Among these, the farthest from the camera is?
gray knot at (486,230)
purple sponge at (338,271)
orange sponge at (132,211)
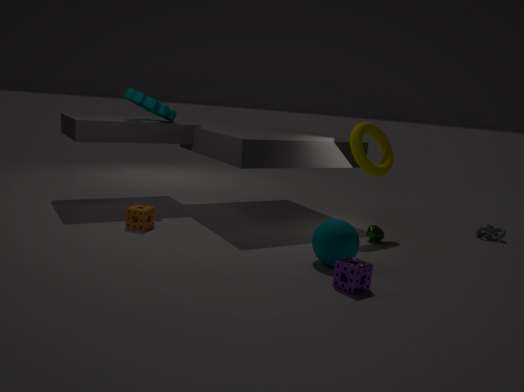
gray knot at (486,230)
